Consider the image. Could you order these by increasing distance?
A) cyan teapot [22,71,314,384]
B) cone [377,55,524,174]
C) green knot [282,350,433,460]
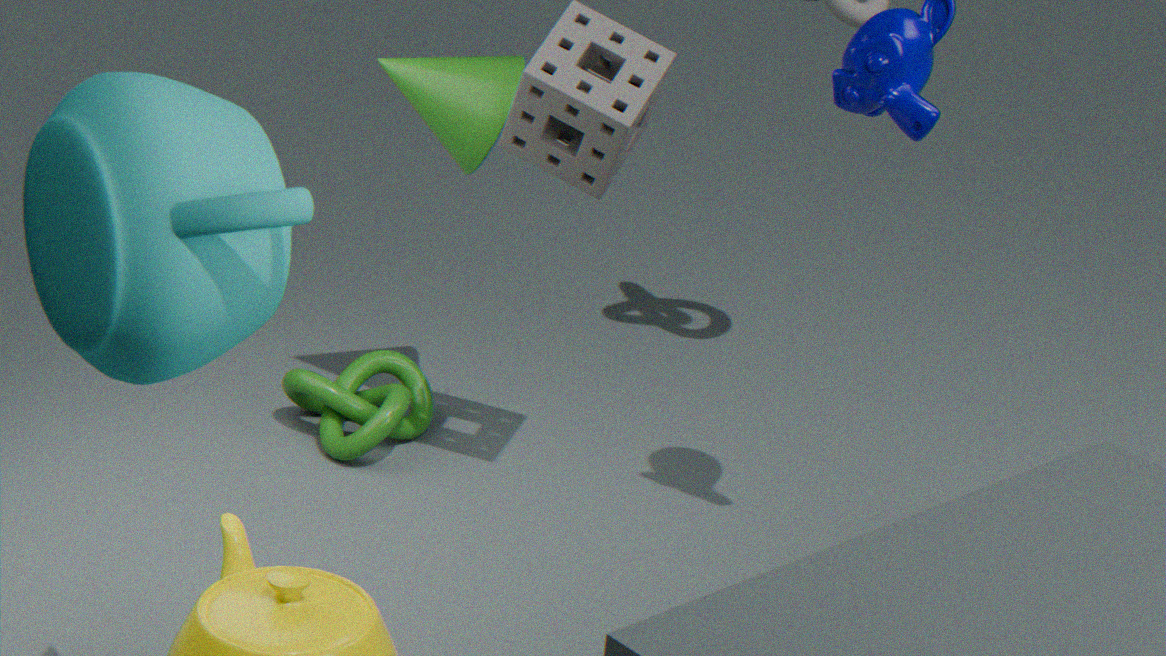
cyan teapot [22,71,314,384] < cone [377,55,524,174] < green knot [282,350,433,460]
